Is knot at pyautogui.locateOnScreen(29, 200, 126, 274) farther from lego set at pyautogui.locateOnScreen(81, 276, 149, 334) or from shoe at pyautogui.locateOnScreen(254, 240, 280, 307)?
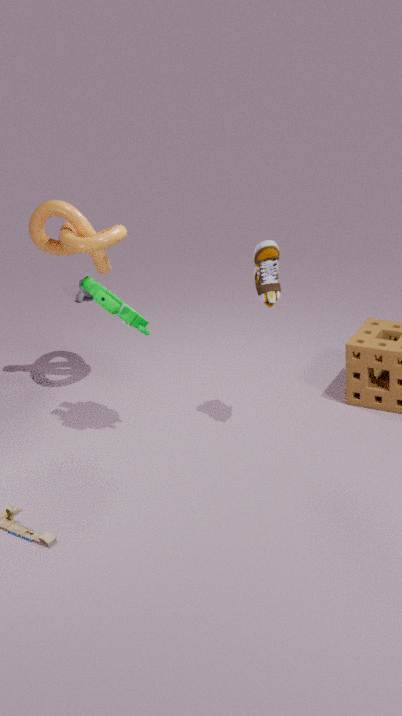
shoe at pyautogui.locateOnScreen(254, 240, 280, 307)
